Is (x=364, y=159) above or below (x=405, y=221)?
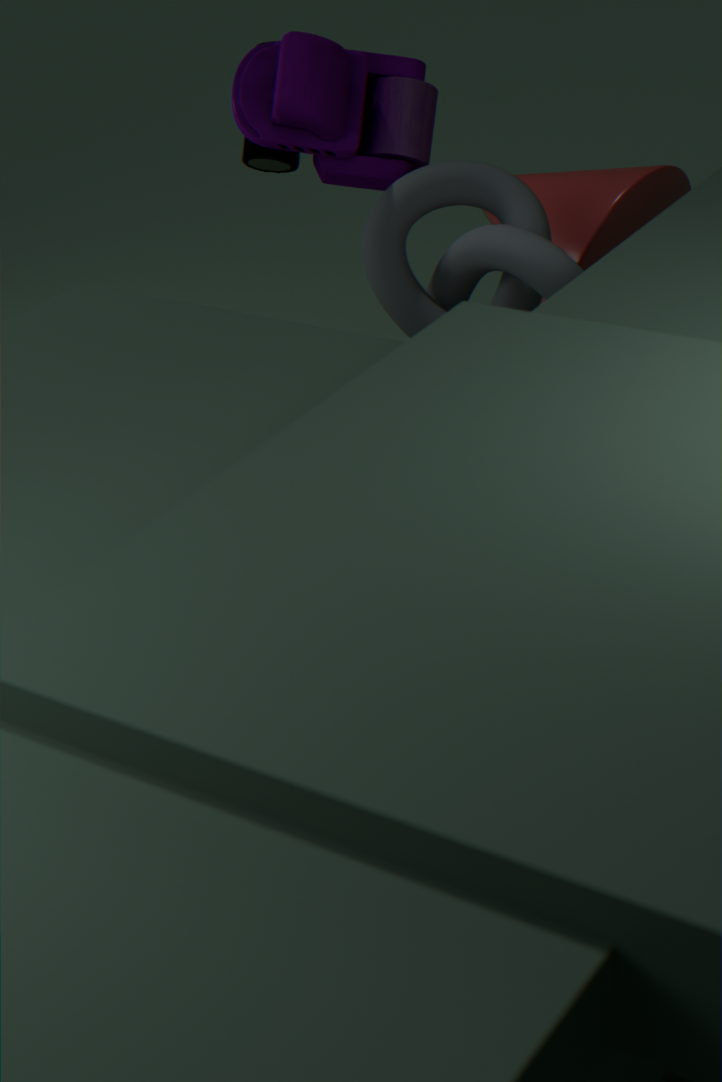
above
